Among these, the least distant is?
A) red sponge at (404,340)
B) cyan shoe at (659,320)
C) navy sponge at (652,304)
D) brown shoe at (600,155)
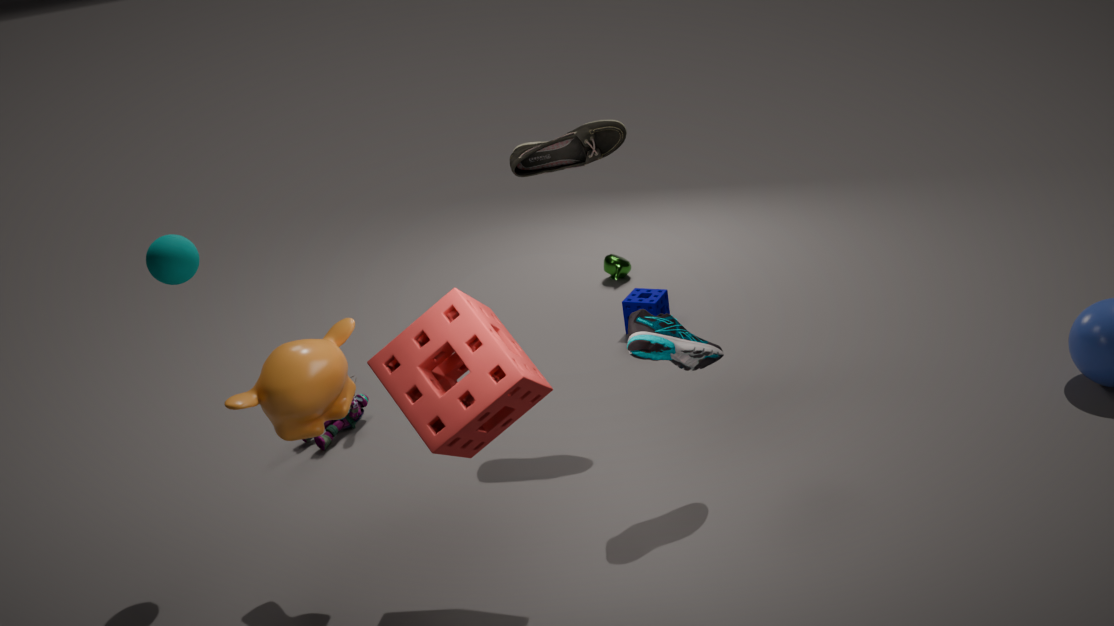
red sponge at (404,340)
